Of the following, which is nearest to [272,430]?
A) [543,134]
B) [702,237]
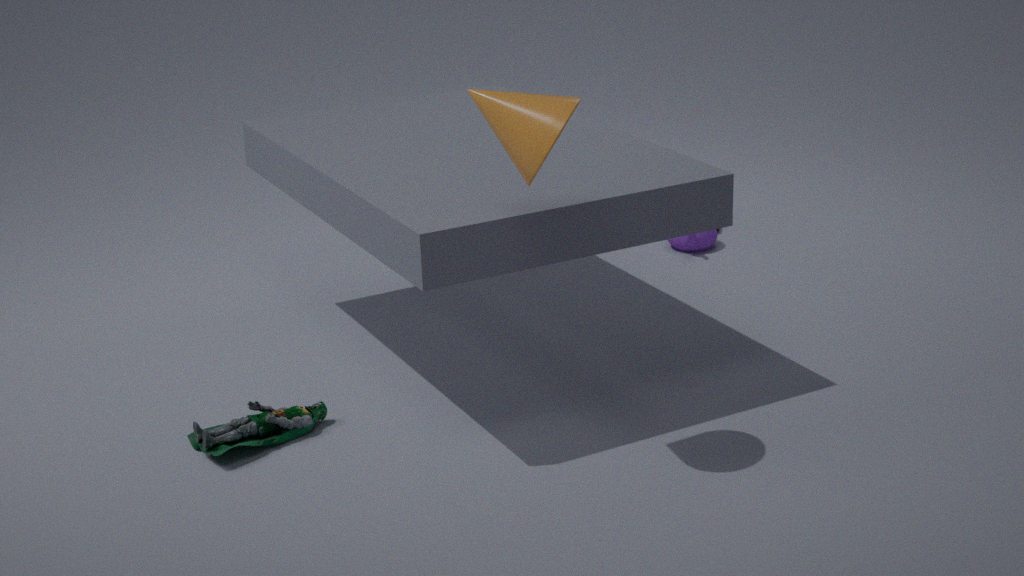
[543,134]
